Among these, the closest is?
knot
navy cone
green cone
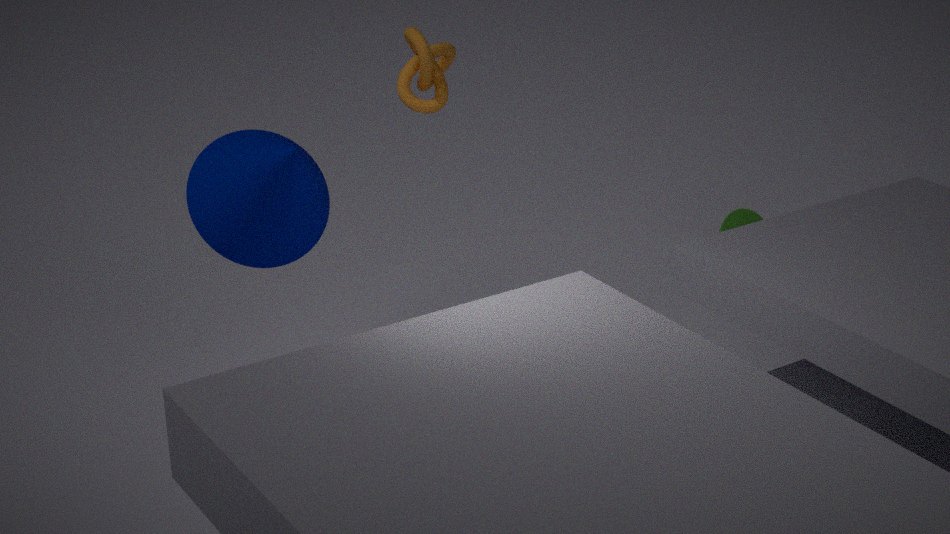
navy cone
